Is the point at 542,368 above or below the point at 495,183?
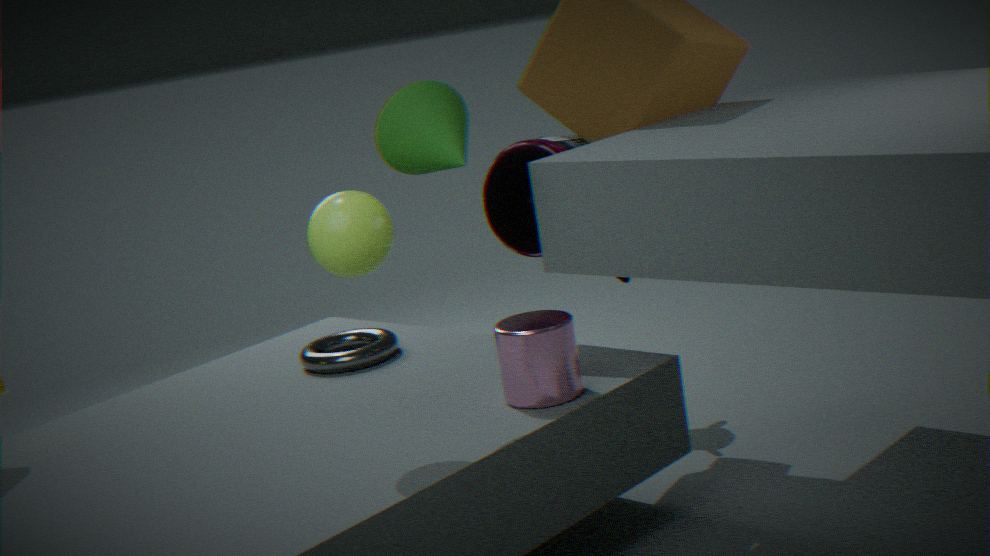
below
